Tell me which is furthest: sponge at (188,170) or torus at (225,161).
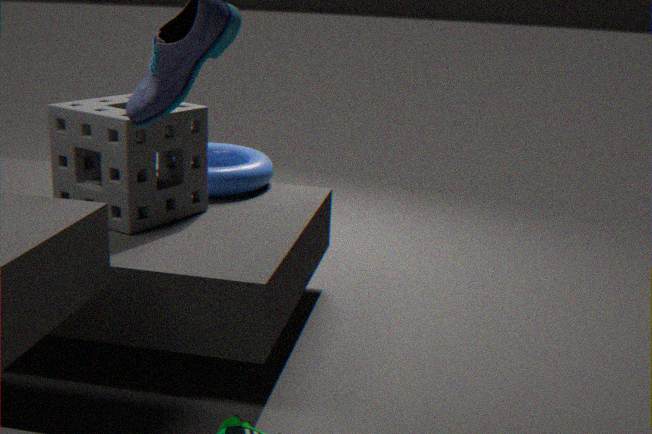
torus at (225,161)
